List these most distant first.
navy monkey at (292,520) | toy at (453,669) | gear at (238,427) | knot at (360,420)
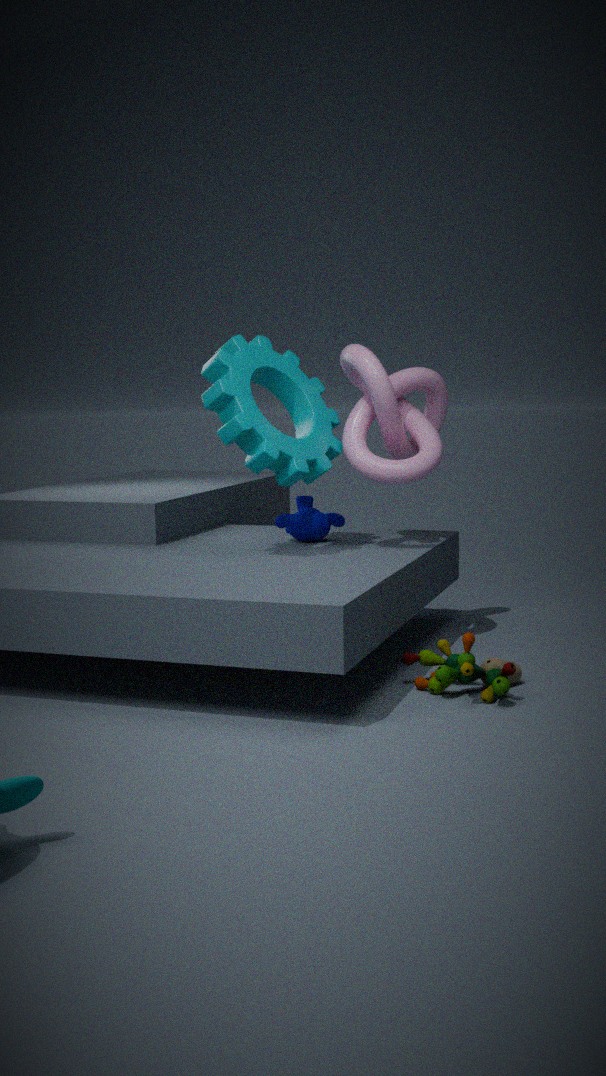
navy monkey at (292,520) → knot at (360,420) → gear at (238,427) → toy at (453,669)
